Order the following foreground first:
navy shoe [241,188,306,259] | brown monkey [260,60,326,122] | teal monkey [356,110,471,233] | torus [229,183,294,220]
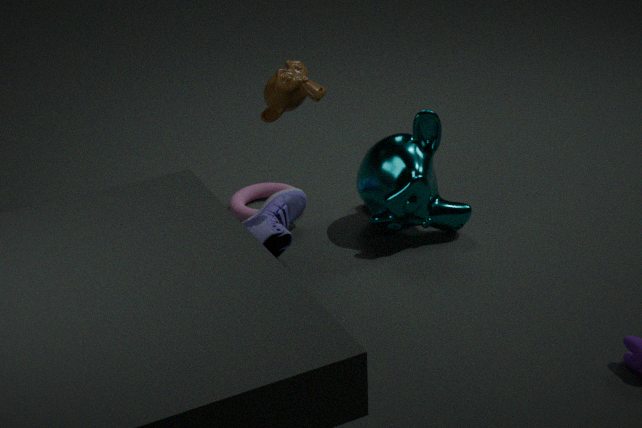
brown monkey [260,60,326,122] → teal monkey [356,110,471,233] → navy shoe [241,188,306,259] → torus [229,183,294,220]
